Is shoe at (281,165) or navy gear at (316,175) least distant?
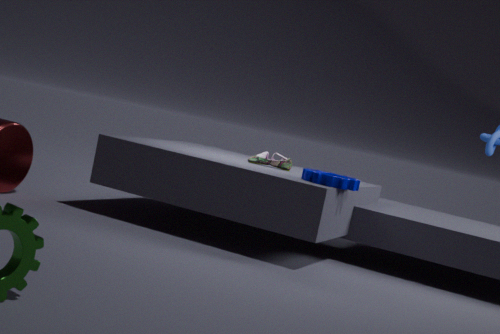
navy gear at (316,175)
